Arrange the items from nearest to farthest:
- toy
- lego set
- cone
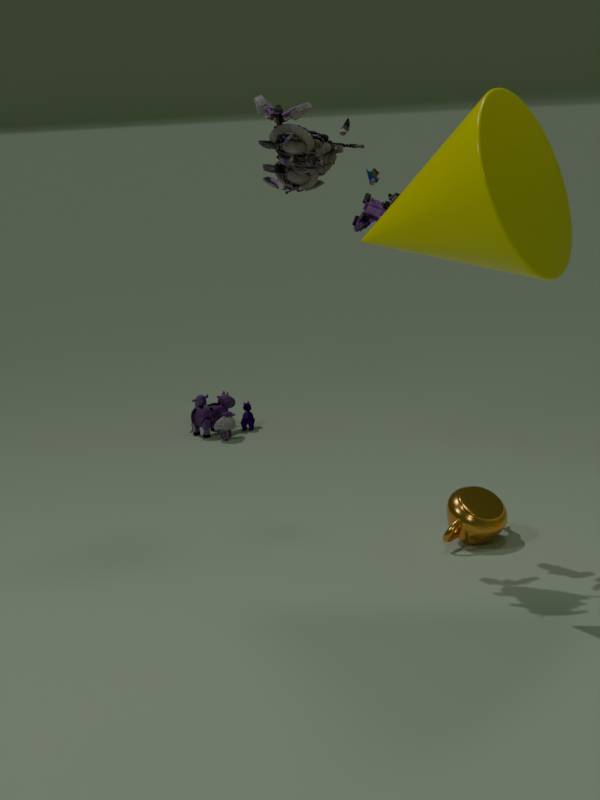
1. cone
2. lego set
3. toy
